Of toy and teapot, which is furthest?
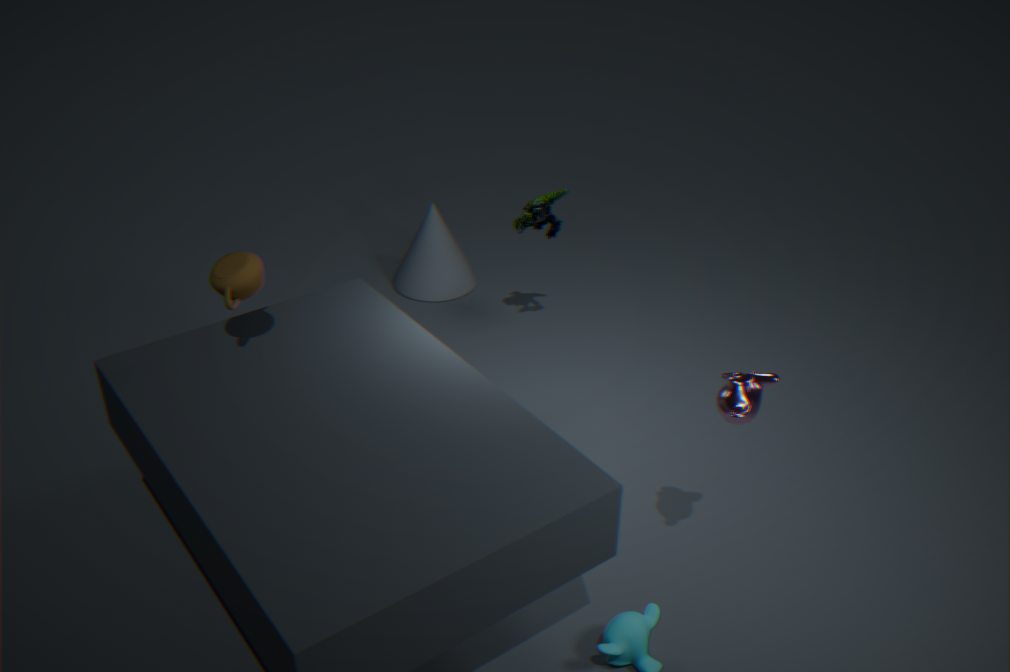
toy
